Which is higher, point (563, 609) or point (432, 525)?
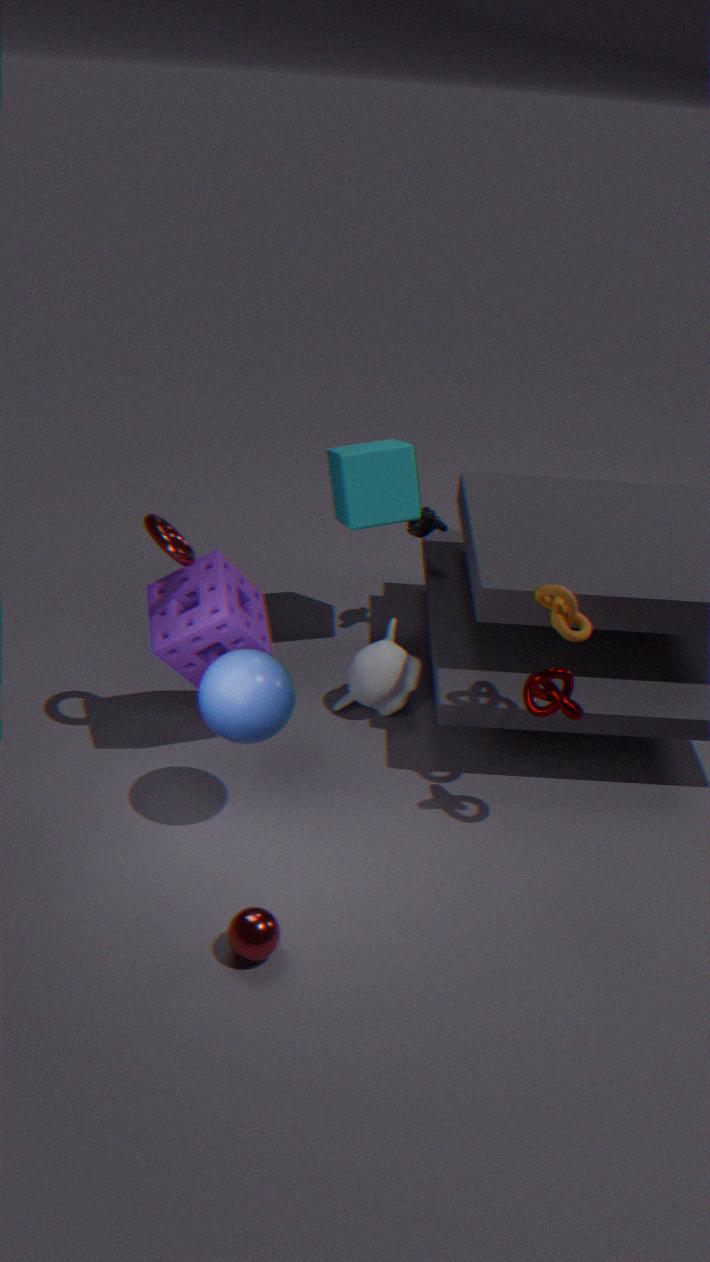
point (563, 609)
